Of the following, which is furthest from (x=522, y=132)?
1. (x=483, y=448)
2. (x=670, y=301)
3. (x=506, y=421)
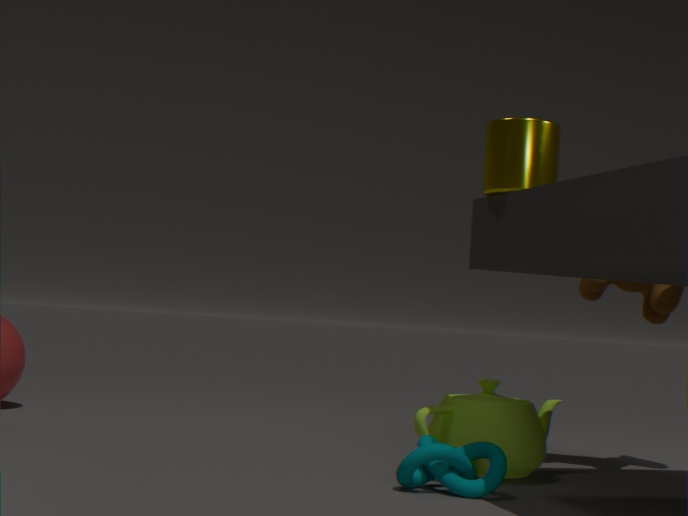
(x=506, y=421)
